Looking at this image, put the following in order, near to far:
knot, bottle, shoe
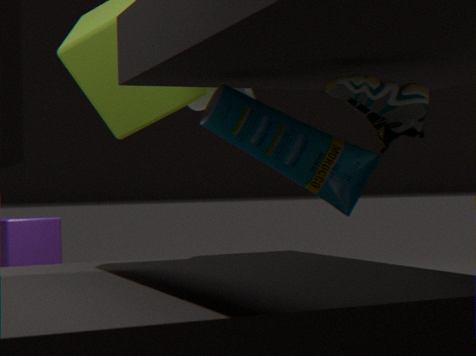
shoe → bottle → knot
